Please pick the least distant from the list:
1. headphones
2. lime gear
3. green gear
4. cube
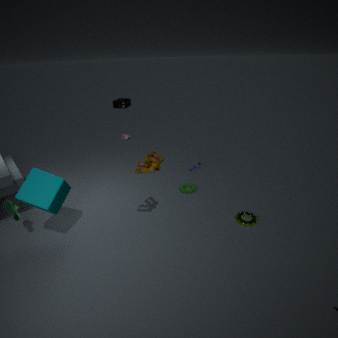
cube
